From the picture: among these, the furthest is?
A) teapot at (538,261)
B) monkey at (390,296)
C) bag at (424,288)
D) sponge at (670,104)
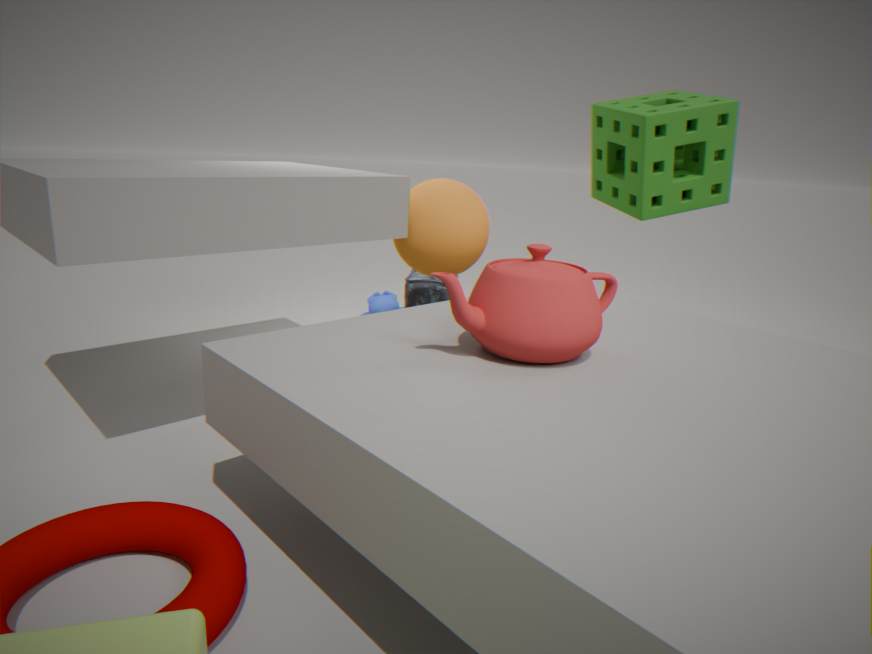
monkey at (390,296)
